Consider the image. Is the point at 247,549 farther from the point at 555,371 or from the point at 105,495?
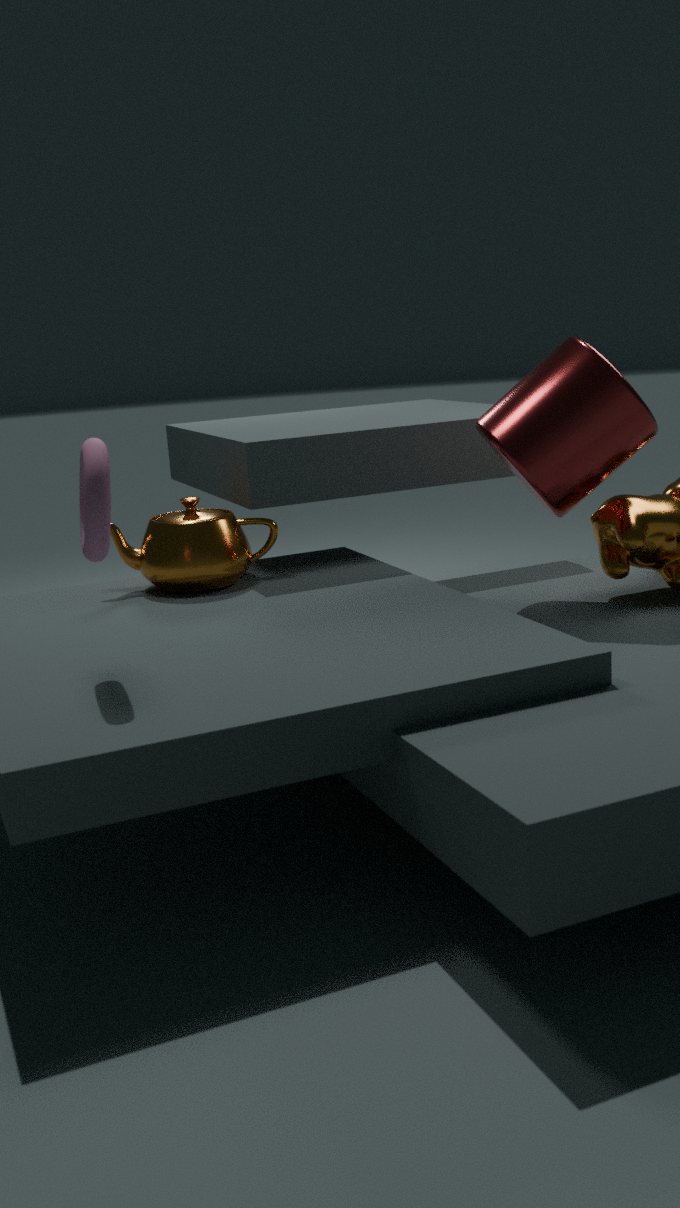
the point at 555,371
